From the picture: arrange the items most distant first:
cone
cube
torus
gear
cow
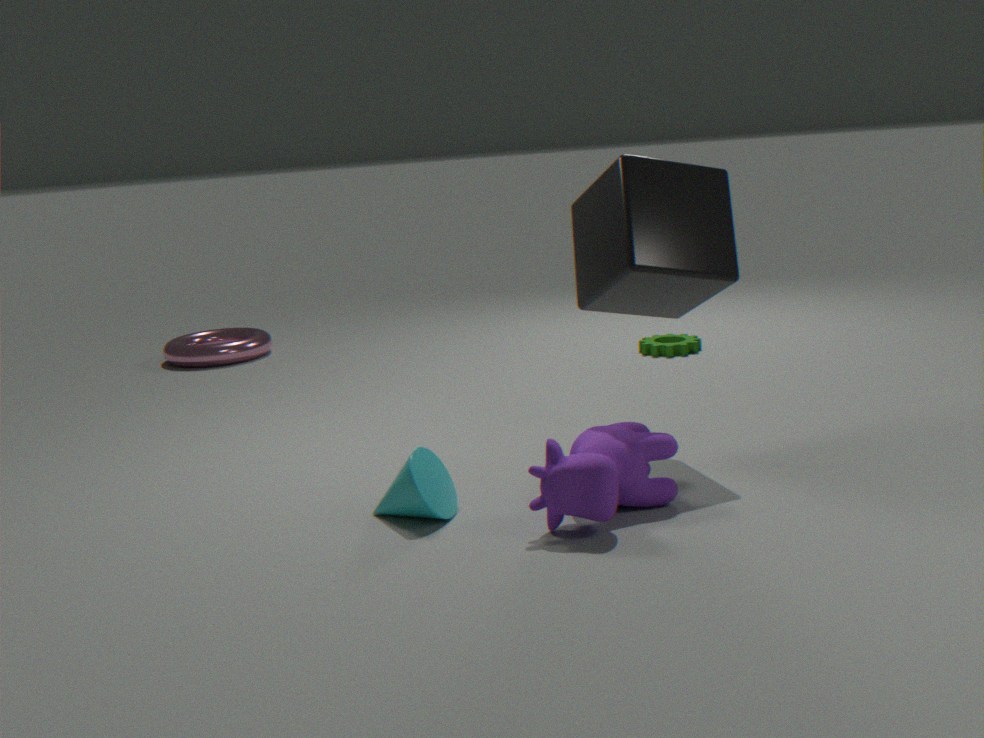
torus < gear < cube < cone < cow
